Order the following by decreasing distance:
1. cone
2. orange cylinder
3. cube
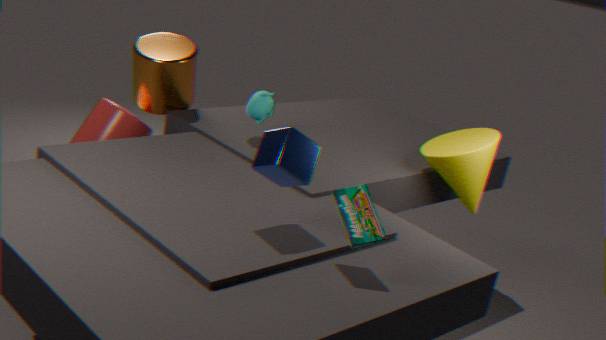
orange cylinder, cone, cube
